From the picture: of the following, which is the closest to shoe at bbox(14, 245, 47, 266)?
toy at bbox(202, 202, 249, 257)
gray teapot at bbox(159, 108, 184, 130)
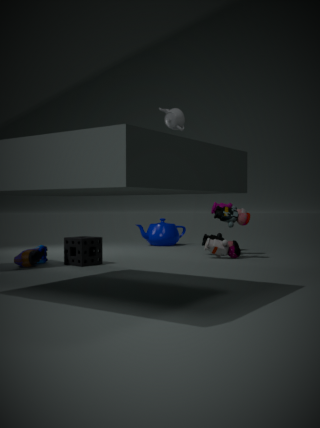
toy at bbox(202, 202, 249, 257)
